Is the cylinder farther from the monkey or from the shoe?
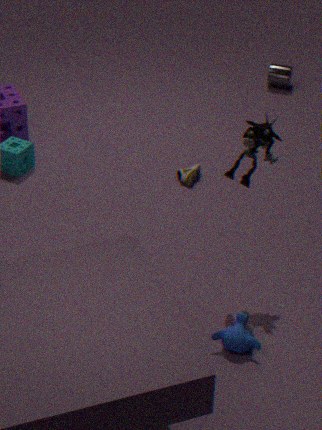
the monkey
